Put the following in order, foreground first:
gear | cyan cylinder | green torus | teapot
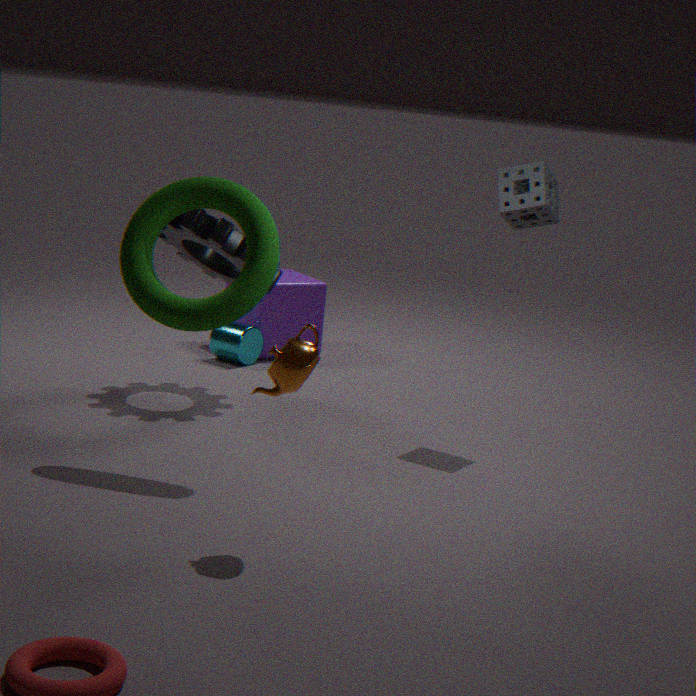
teapot, green torus, gear, cyan cylinder
